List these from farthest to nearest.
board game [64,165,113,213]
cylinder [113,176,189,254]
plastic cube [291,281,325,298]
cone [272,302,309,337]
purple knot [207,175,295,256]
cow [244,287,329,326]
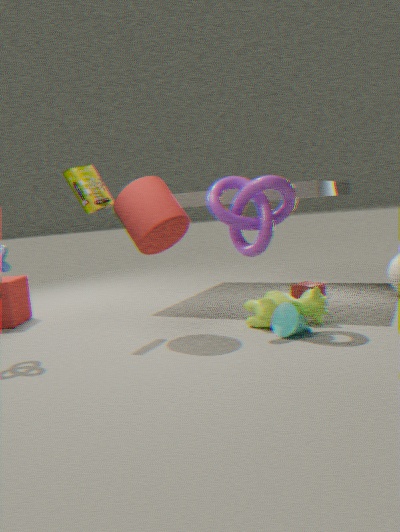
1. plastic cube [291,281,325,298]
2. board game [64,165,113,213]
3. cow [244,287,329,326]
4. purple knot [207,175,295,256]
5. cylinder [113,176,189,254]
6. cone [272,302,309,337]
